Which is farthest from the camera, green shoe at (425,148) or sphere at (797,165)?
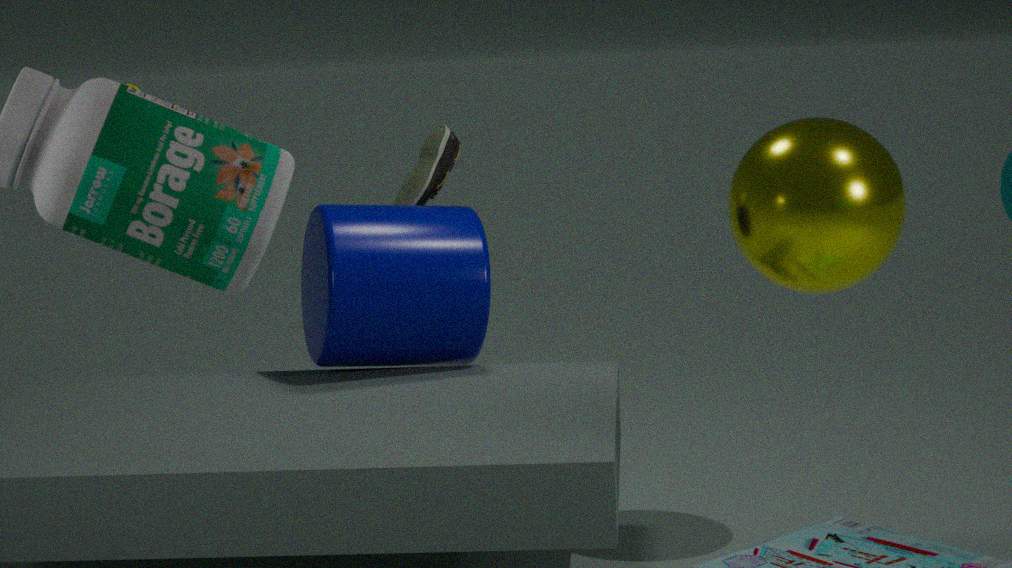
green shoe at (425,148)
